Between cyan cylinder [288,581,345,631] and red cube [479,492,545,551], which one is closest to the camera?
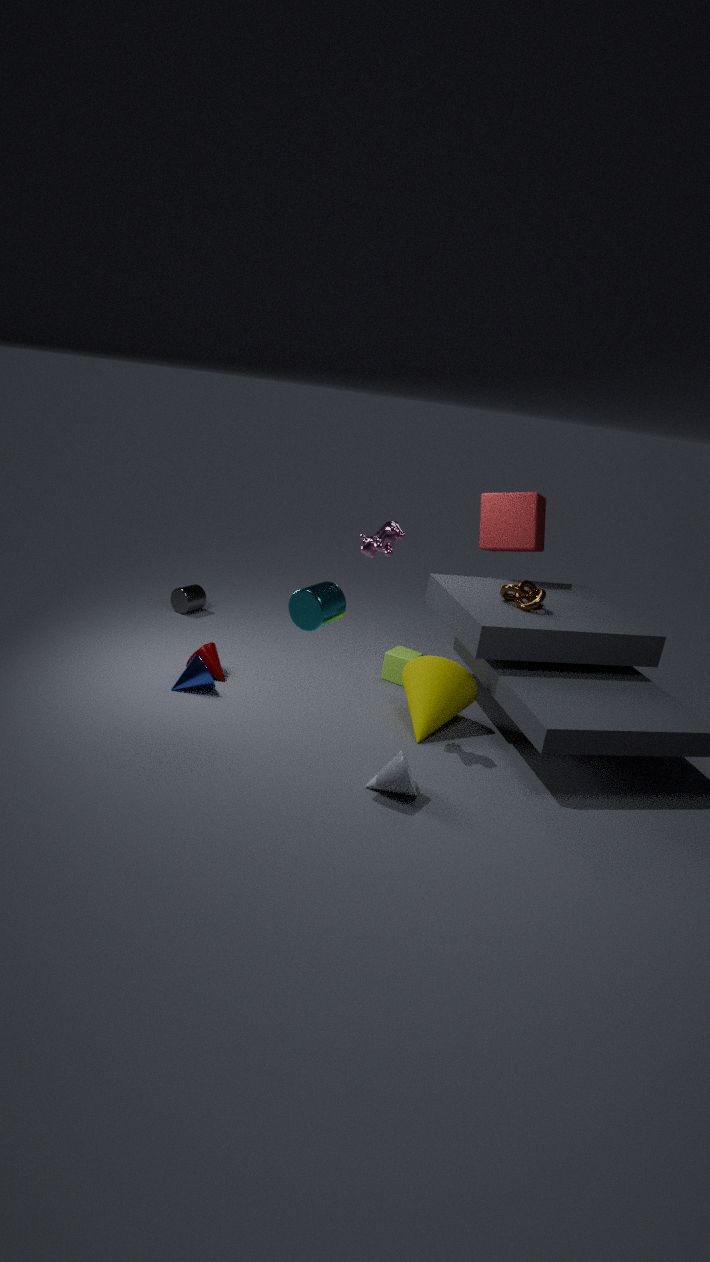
cyan cylinder [288,581,345,631]
